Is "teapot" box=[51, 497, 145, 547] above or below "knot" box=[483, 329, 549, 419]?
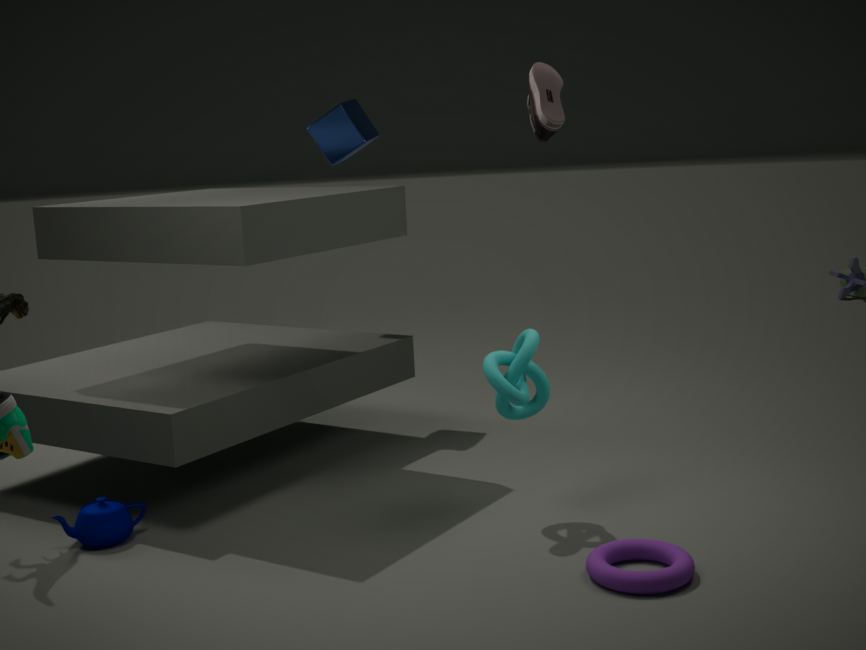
below
